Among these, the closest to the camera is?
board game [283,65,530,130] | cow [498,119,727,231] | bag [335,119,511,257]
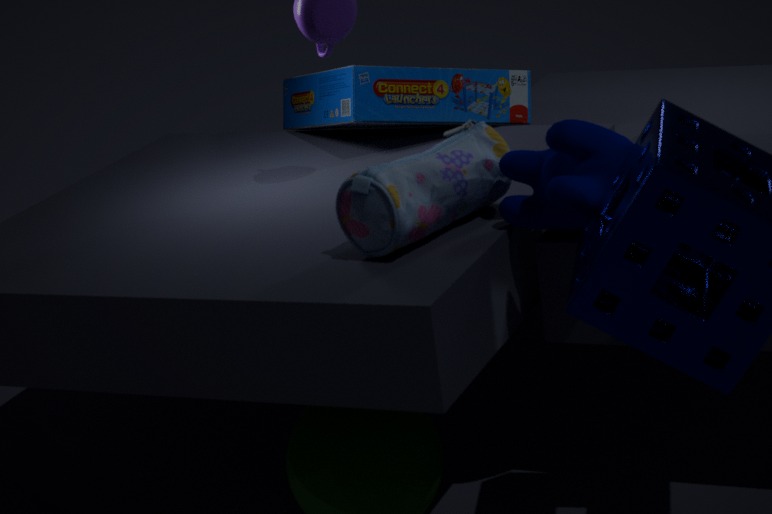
cow [498,119,727,231]
